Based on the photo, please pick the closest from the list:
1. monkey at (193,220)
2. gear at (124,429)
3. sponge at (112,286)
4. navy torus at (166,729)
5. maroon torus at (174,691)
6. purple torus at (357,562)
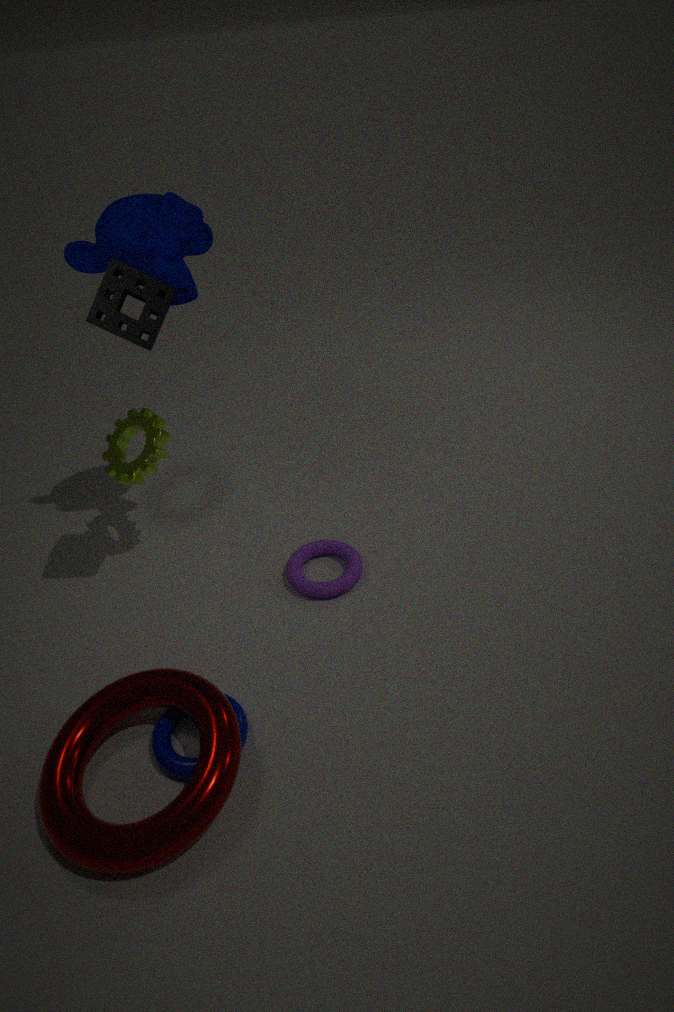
maroon torus at (174,691)
